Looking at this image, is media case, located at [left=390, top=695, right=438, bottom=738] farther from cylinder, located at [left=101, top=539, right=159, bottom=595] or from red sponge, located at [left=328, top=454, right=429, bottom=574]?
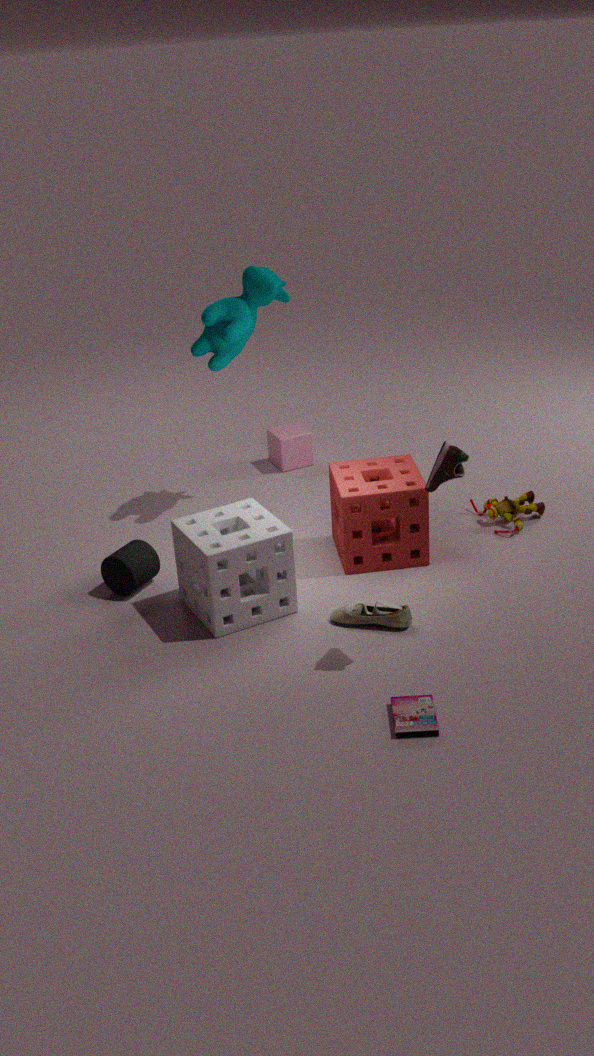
cylinder, located at [left=101, top=539, right=159, bottom=595]
